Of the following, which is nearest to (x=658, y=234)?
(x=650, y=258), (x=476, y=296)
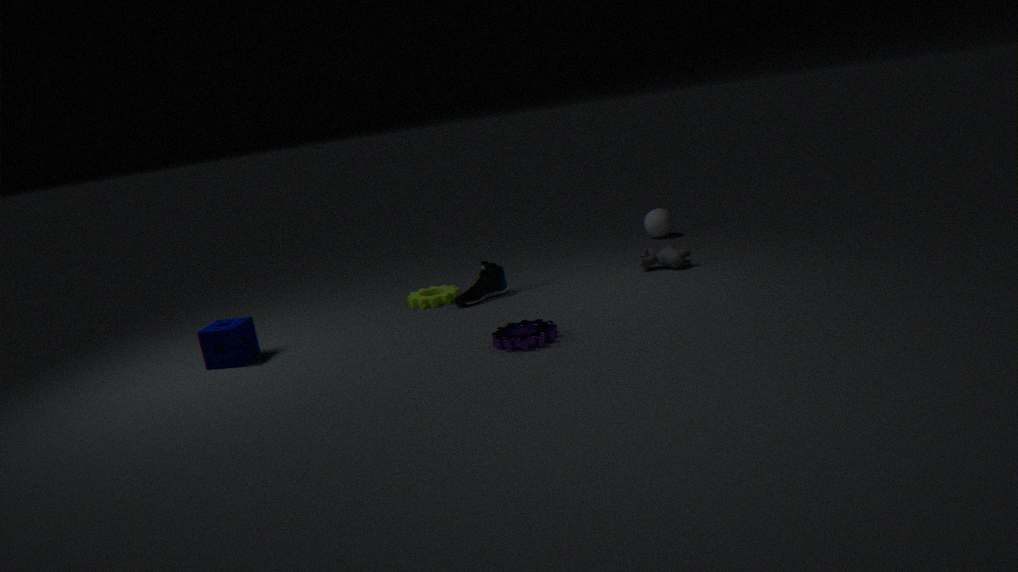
Answer: (x=650, y=258)
